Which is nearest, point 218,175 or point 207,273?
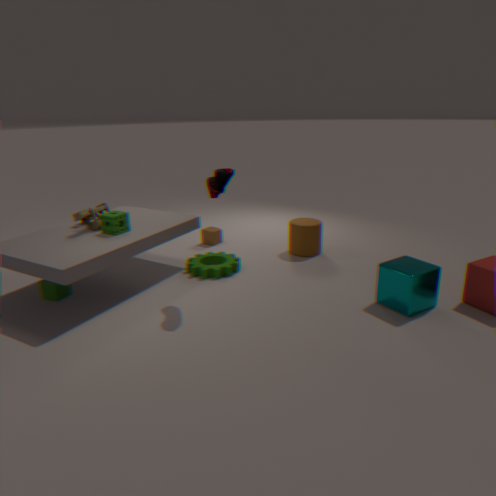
point 218,175
